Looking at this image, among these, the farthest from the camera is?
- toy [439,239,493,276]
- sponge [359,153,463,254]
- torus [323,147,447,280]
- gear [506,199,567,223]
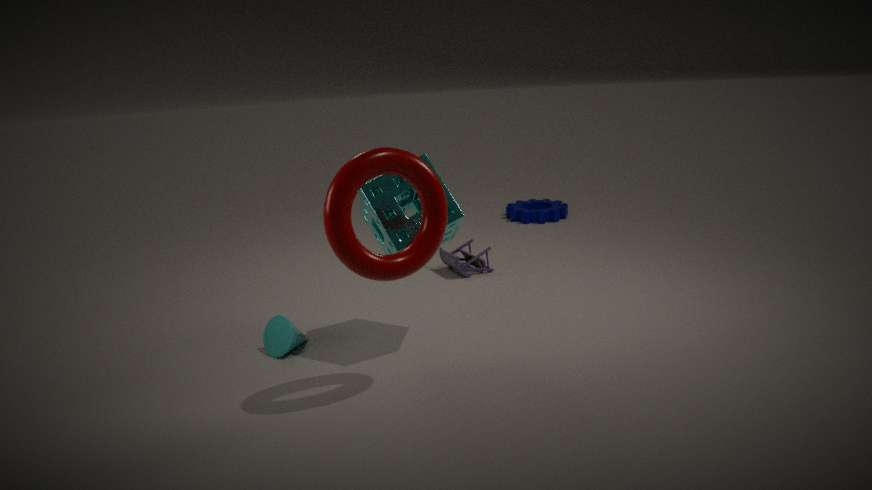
gear [506,199,567,223]
